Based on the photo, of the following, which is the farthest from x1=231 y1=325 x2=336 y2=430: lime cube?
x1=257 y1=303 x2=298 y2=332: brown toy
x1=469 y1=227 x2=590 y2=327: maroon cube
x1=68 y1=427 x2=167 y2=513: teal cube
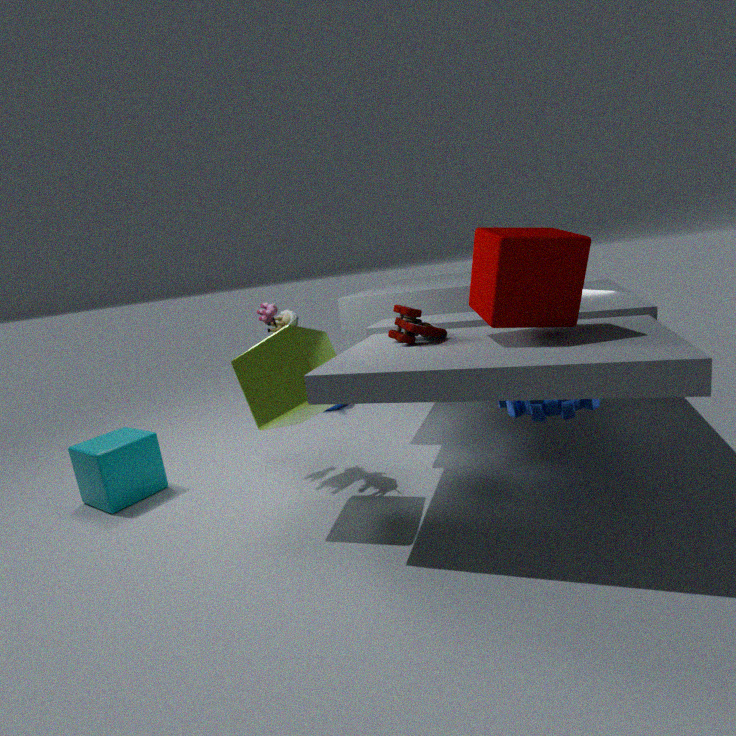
x1=68 y1=427 x2=167 y2=513: teal cube
